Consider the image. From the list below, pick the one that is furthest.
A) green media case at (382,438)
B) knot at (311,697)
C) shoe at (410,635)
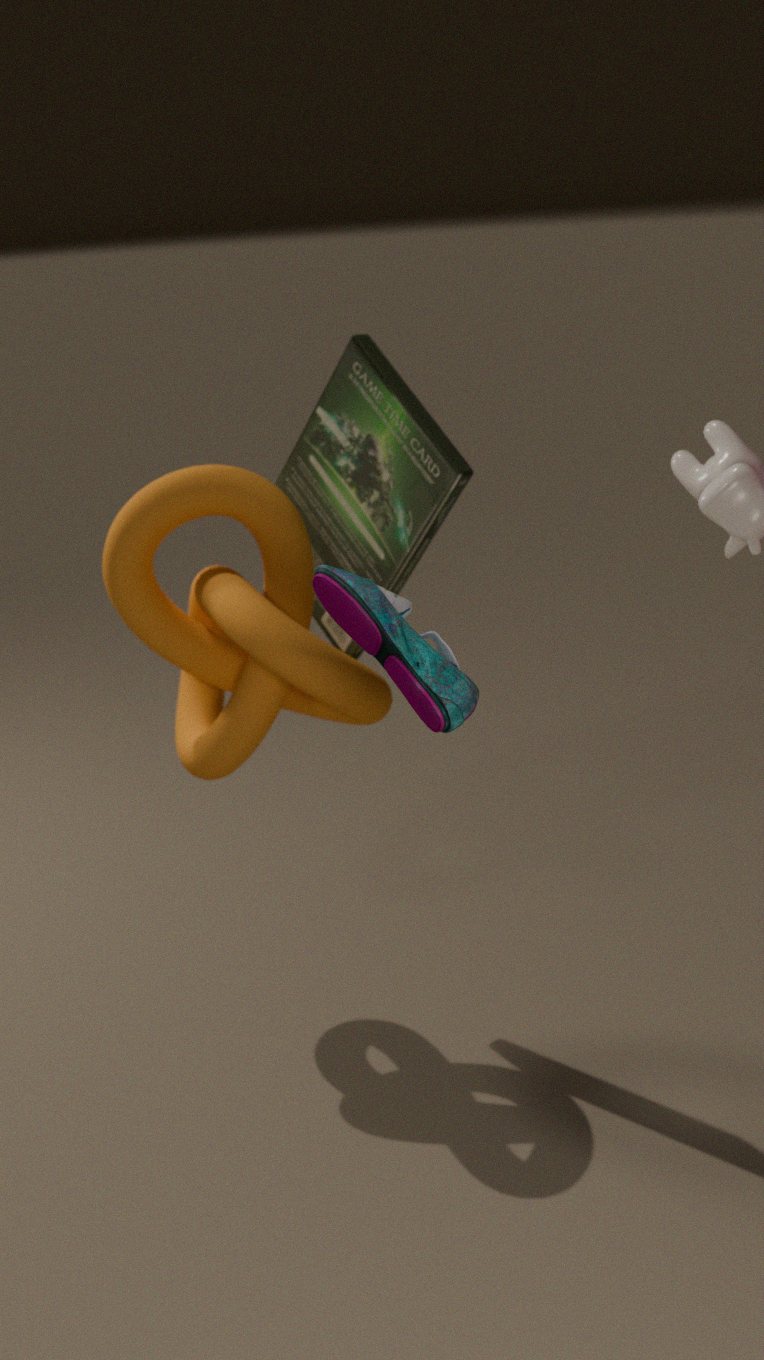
green media case at (382,438)
